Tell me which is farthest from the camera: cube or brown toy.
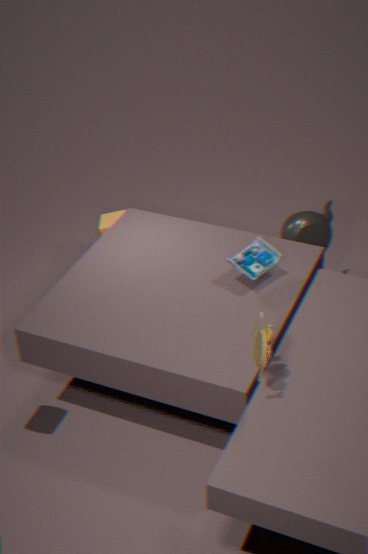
cube
